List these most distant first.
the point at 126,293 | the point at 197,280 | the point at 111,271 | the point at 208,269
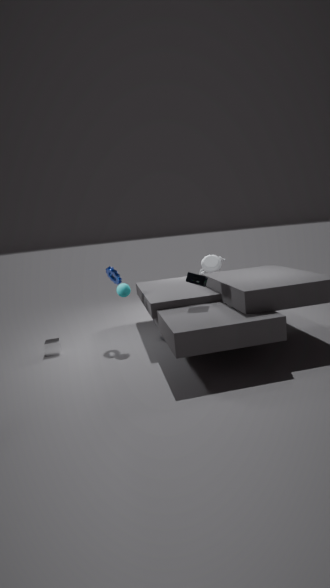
the point at 208,269
the point at 111,271
the point at 126,293
the point at 197,280
